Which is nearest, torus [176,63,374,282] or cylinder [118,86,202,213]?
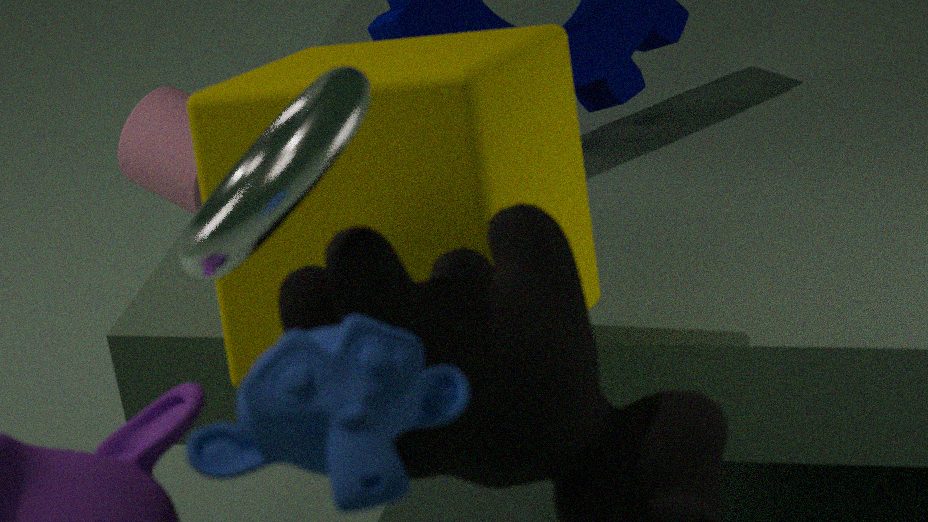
torus [176,63,374,282]
